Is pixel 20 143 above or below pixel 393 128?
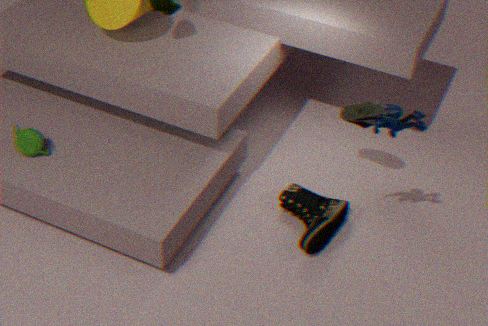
below
